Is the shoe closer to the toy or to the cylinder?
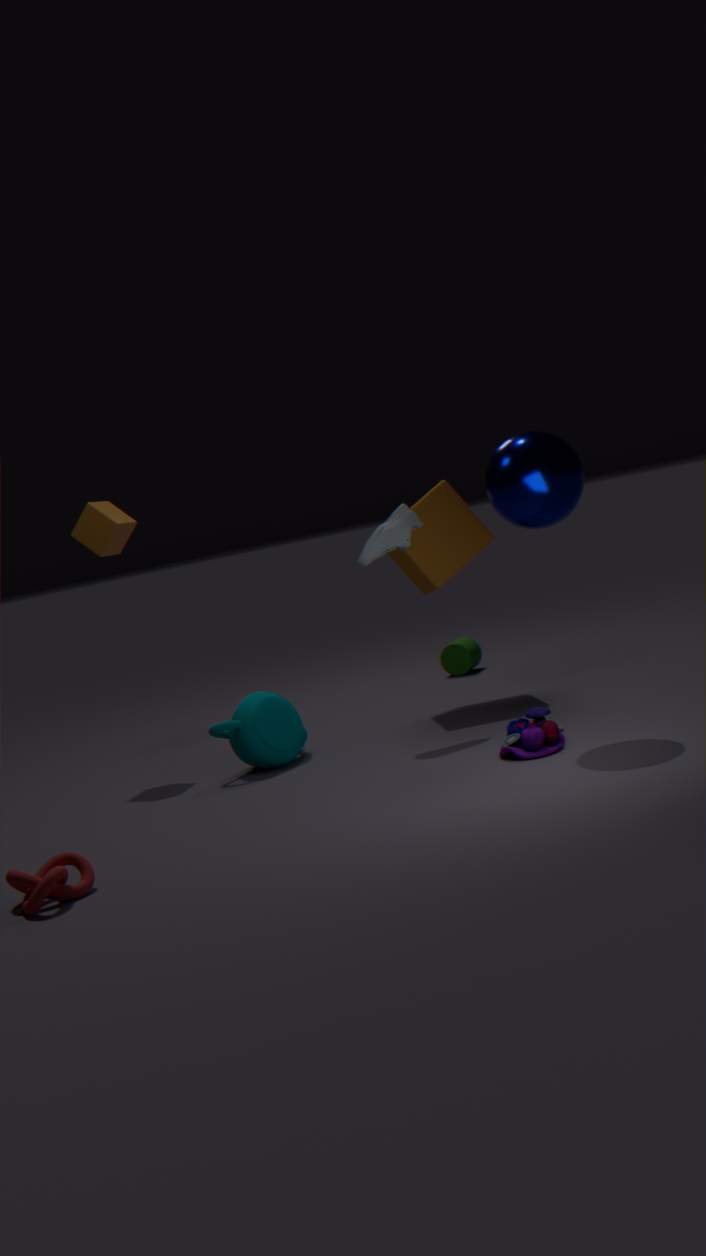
the toy
